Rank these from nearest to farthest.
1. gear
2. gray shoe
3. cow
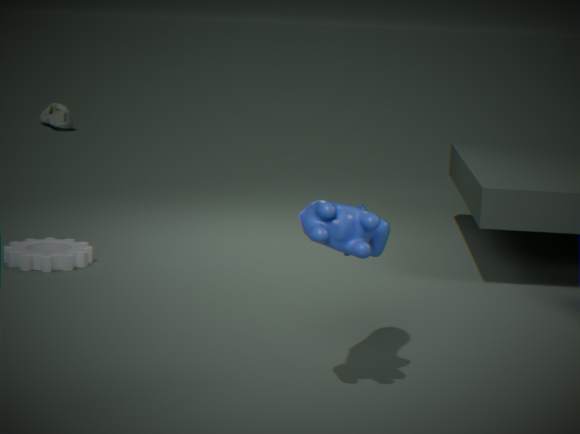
cow → gear → gray shoe
